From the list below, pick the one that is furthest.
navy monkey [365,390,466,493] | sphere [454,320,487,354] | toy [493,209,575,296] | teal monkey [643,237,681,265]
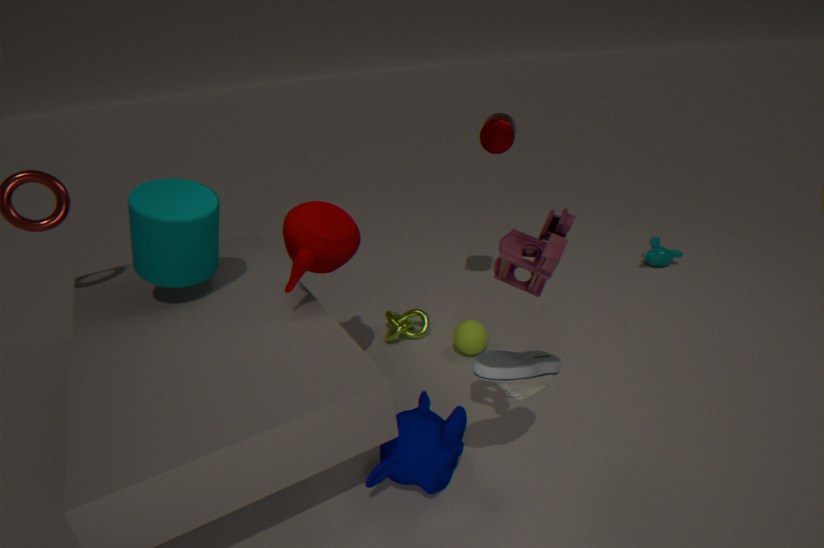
teal monkey [643,237,681,265]
